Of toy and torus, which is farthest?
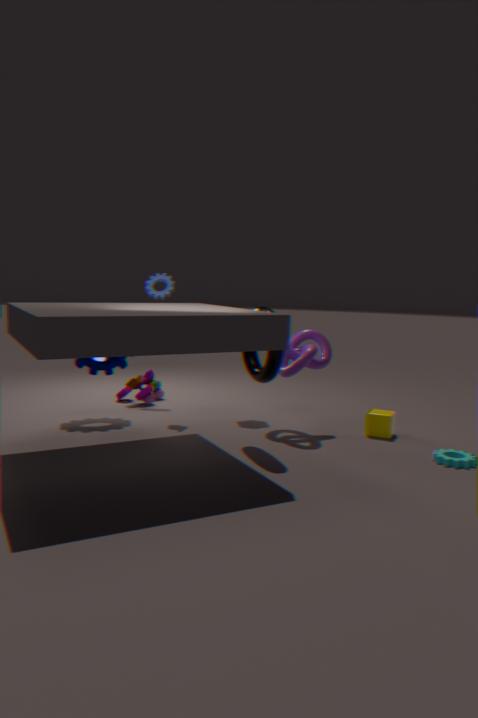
toy
